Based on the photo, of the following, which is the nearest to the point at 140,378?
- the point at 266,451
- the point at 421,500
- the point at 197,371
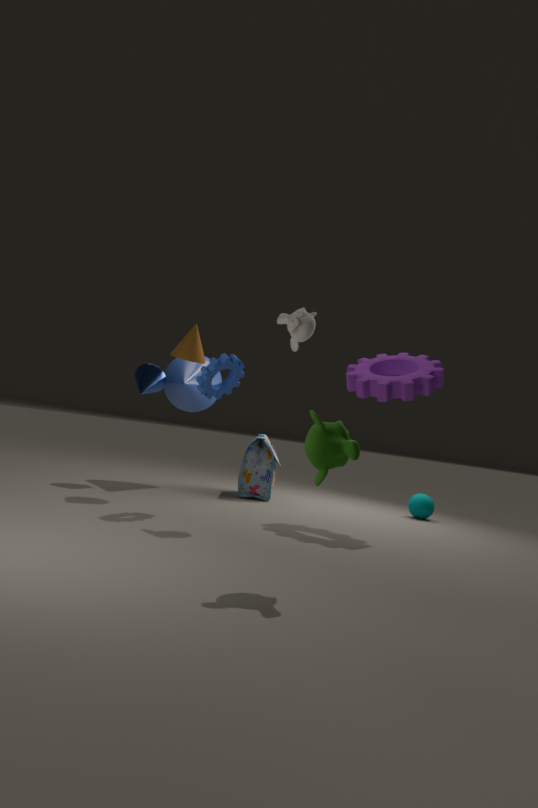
the point at 197,371
